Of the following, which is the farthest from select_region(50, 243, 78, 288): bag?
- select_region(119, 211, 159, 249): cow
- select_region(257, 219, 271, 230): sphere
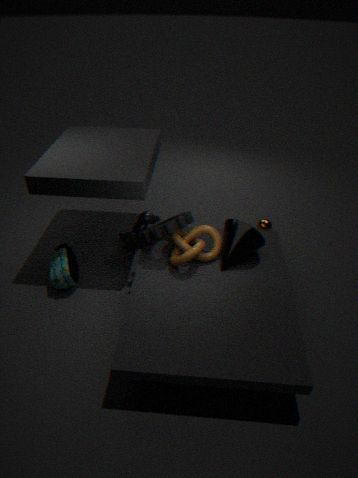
select_region(257, 219, 271, 230): sphere
